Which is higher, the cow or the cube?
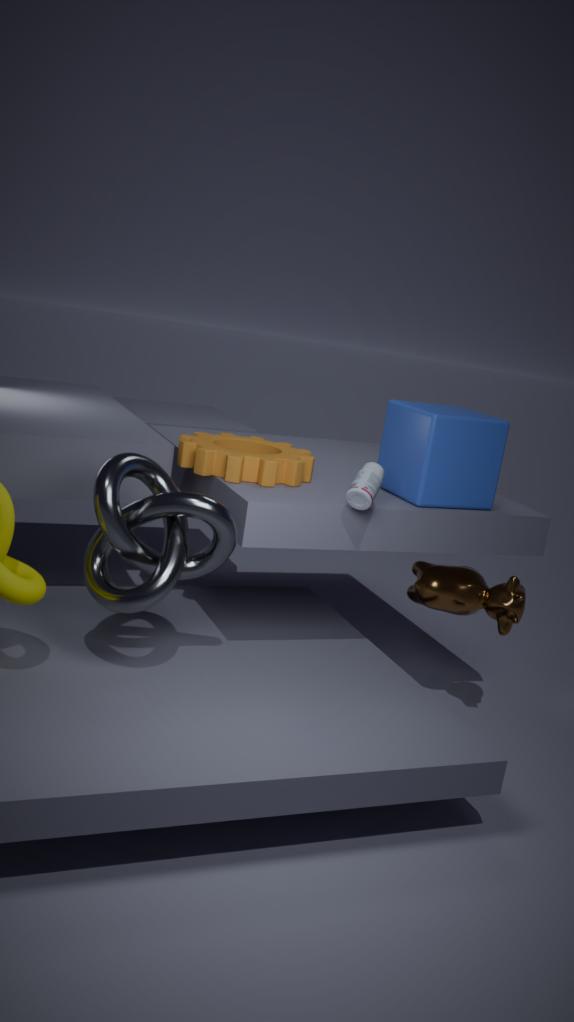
the cube
